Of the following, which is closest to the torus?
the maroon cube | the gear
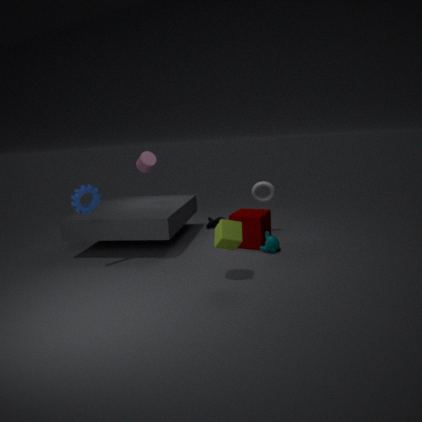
the maroon cube
